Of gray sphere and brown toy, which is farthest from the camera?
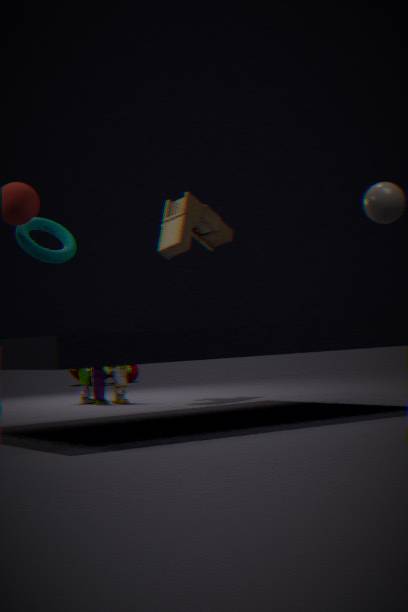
brown toy
